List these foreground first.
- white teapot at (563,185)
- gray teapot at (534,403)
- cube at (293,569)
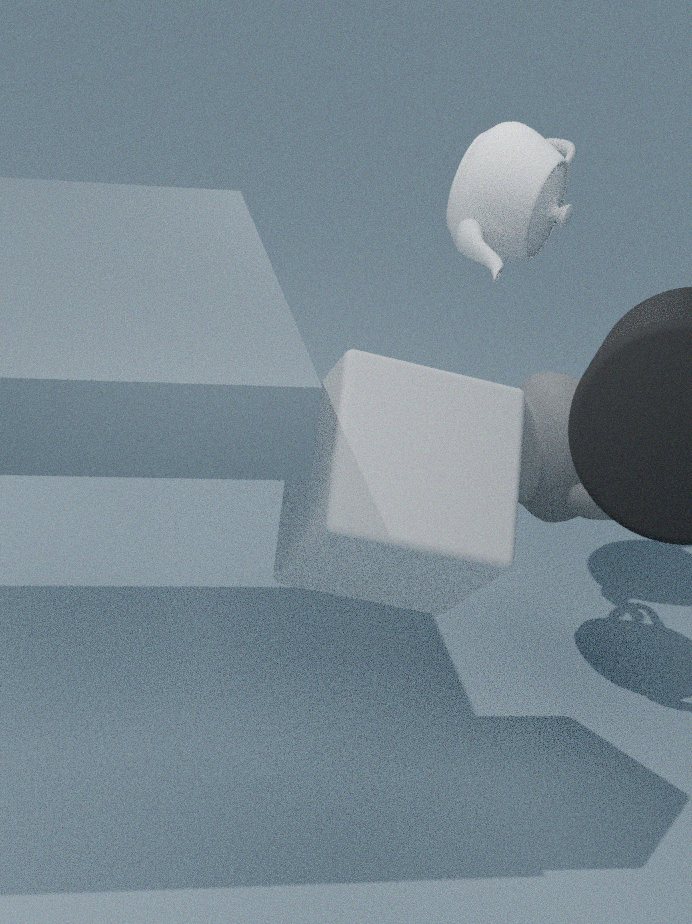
1. cube at (293,569)
2. gray teapot at (534,403)
3. white teapot at (563,185)
